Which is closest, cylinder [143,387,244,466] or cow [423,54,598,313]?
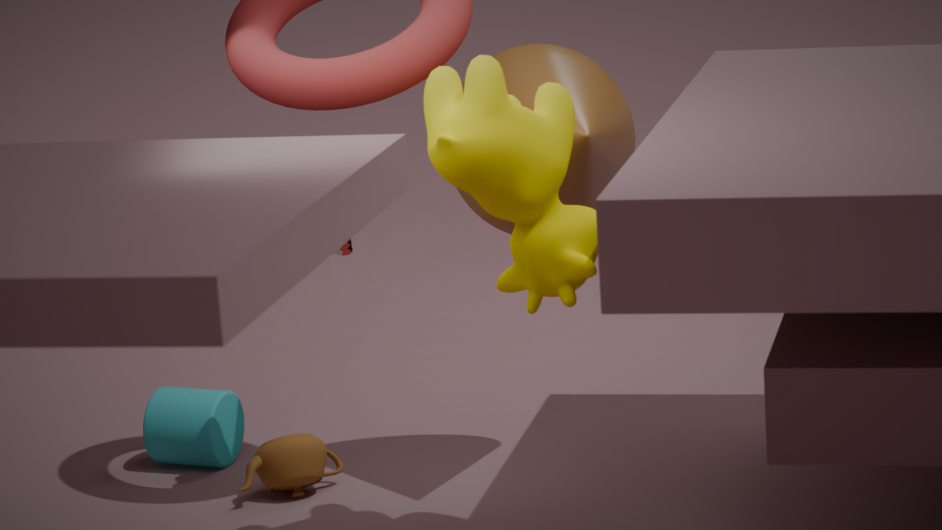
cow [423,54,598,313]
